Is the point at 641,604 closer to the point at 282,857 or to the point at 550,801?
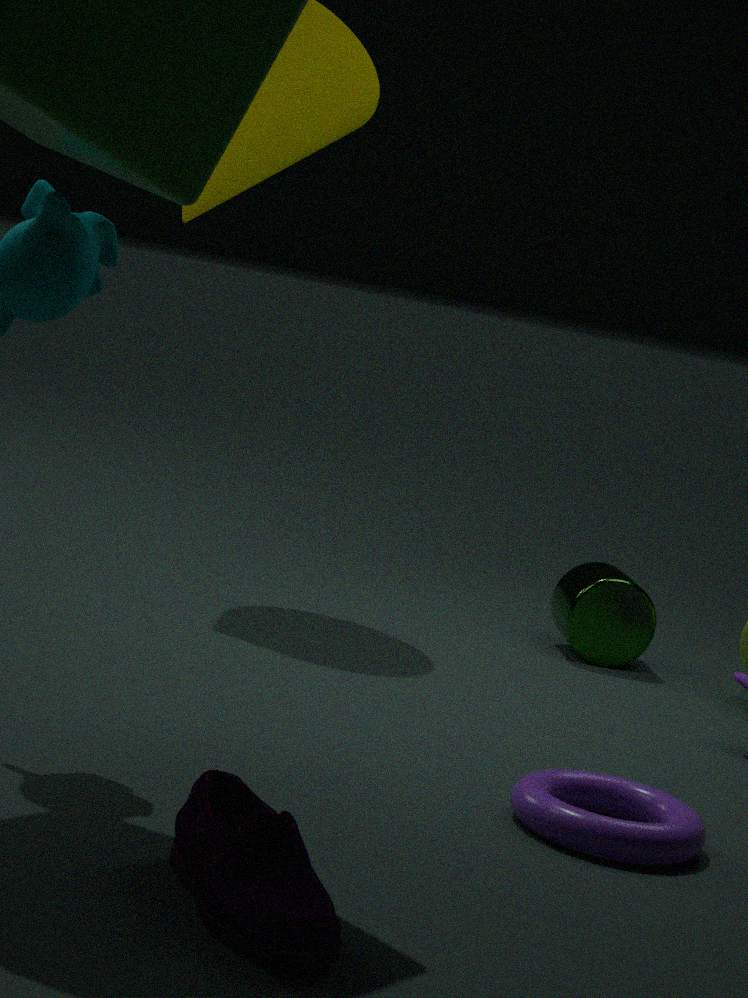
the point at 550,801
